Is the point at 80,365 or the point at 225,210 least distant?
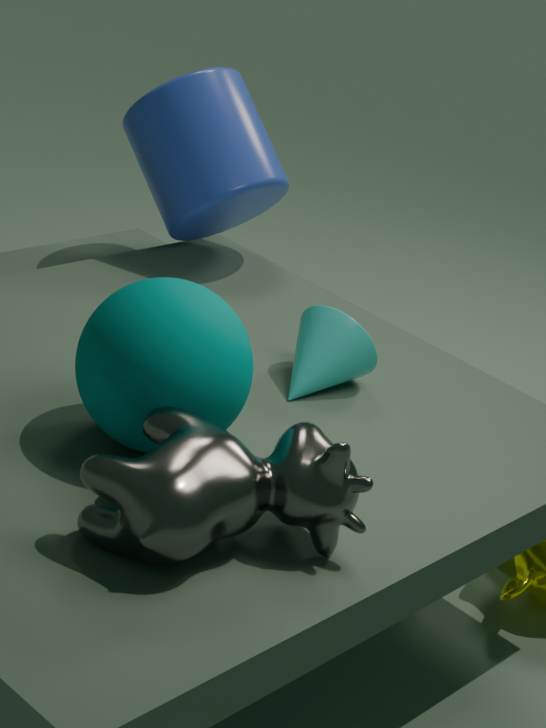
the point at 80,365
